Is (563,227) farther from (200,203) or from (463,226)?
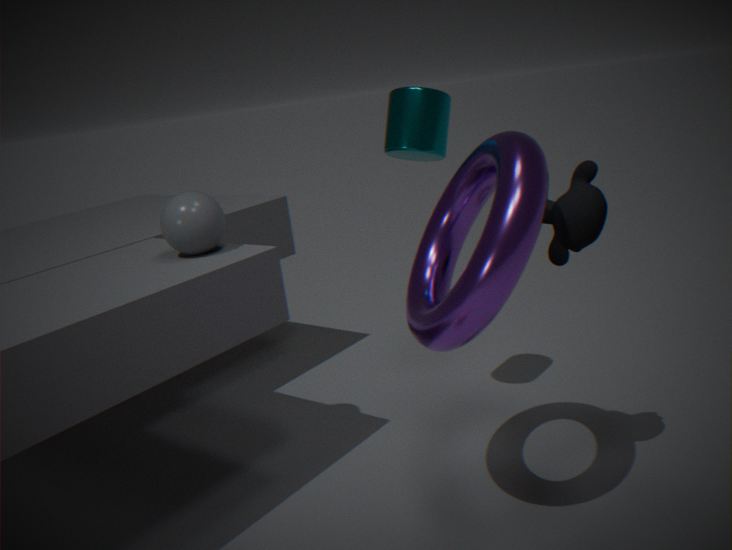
(200,203)
